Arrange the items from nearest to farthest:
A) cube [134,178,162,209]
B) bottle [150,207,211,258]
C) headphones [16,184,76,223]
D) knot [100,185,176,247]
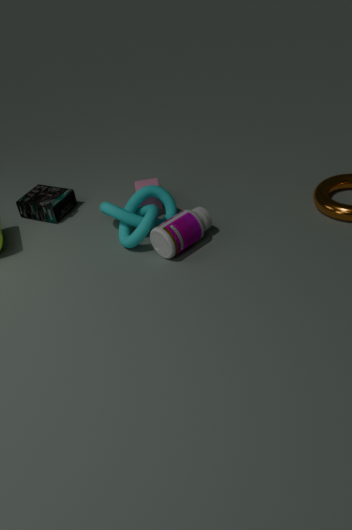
bottle [150,207,211,258]
knot [100,185,176,247]
cube [134,178,162,209]
headphones [16,184,76,223]
